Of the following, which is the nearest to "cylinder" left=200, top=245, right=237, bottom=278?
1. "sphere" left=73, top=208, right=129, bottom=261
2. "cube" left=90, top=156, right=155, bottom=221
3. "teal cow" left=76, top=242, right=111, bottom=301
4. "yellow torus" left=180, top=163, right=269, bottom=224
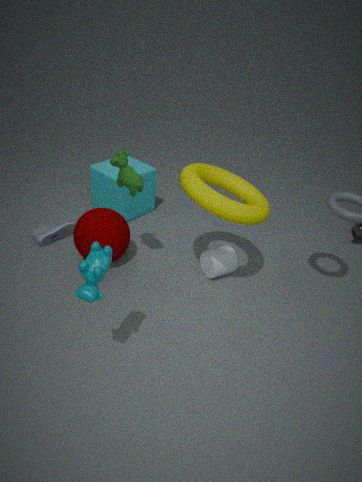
"yellow torus" left=180, top=163, right=269, bottom=224
